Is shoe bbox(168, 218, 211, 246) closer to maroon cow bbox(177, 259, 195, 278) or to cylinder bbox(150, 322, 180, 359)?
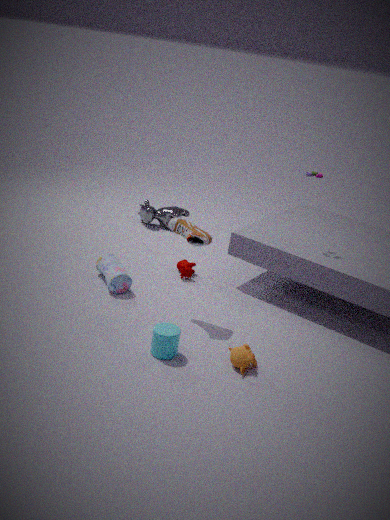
cylinder bbox(150, 322, 180, 359)
